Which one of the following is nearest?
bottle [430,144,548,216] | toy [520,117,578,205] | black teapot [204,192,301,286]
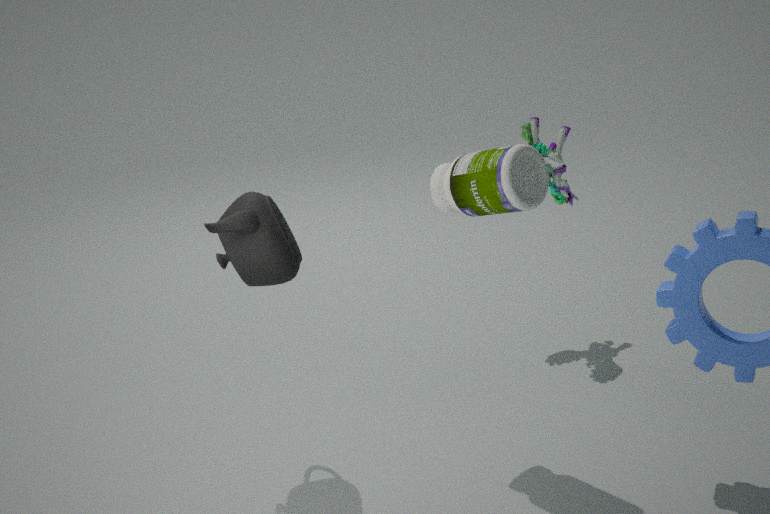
black teapot [204,192,301,286]
